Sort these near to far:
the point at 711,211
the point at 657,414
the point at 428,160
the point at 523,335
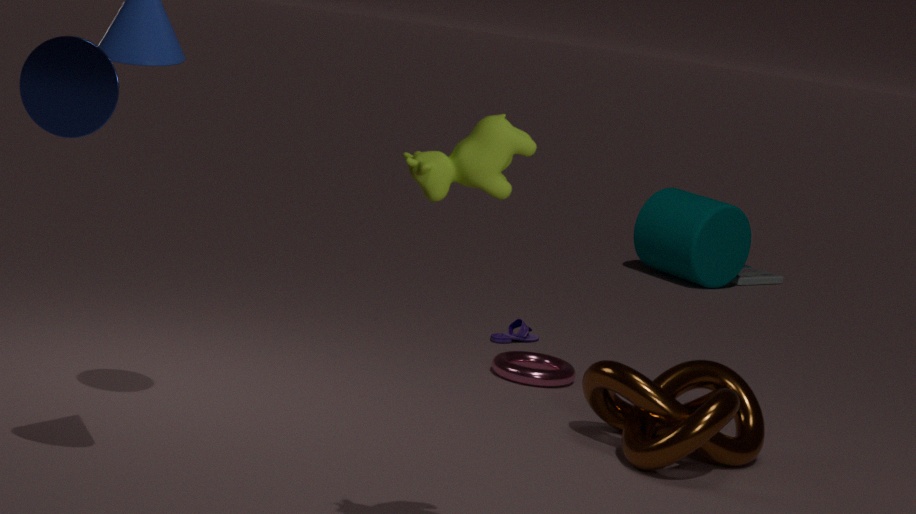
the point at 428,160
the point at 657,414
the point at 523,335
the point at 711,211
